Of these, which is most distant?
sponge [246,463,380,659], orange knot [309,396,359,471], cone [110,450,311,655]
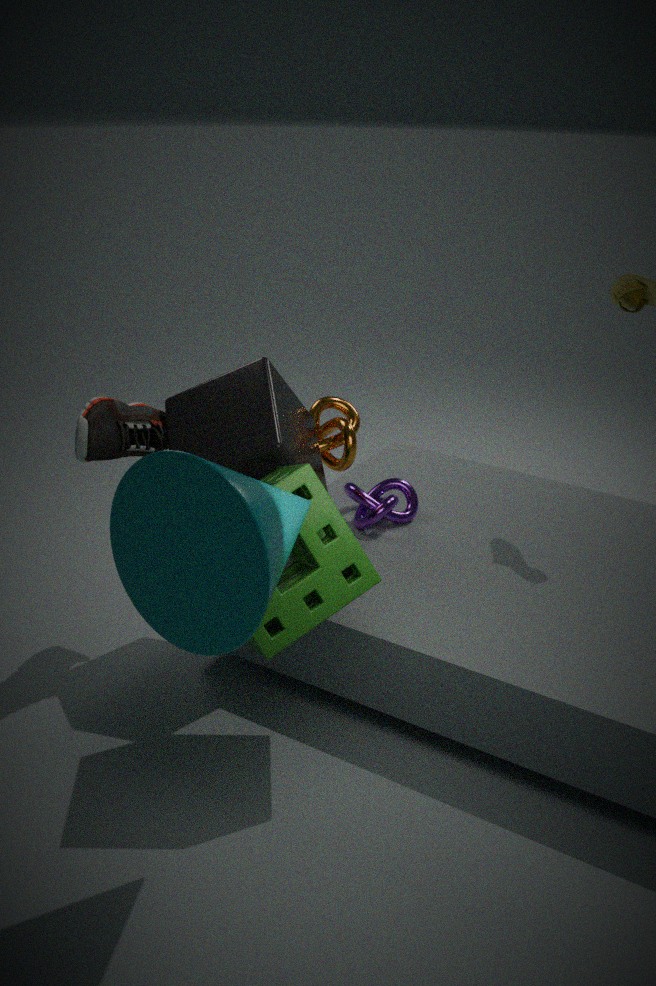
orange knot [309,396,359,471]
